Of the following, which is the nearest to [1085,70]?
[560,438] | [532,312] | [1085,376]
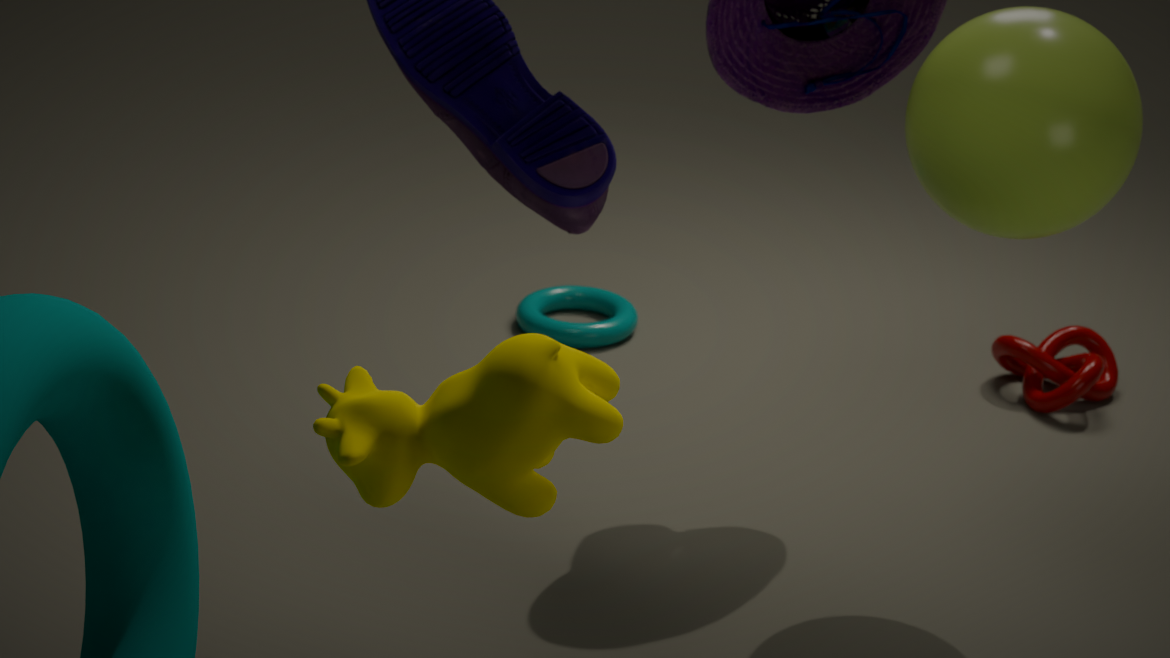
[1085,376]
